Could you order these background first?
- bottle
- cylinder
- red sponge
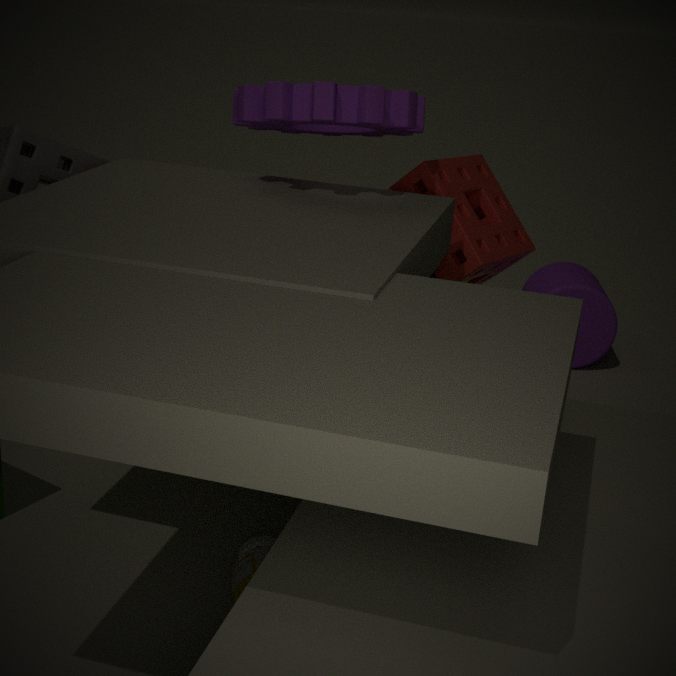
cylinder, red sponge, bottle
